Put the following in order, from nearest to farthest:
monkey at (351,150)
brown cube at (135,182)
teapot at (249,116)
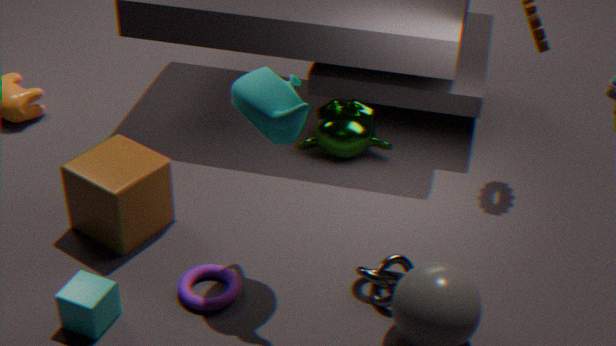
teapot at (249,116)
brown cube at (135,182)
monkey at (351,150)
